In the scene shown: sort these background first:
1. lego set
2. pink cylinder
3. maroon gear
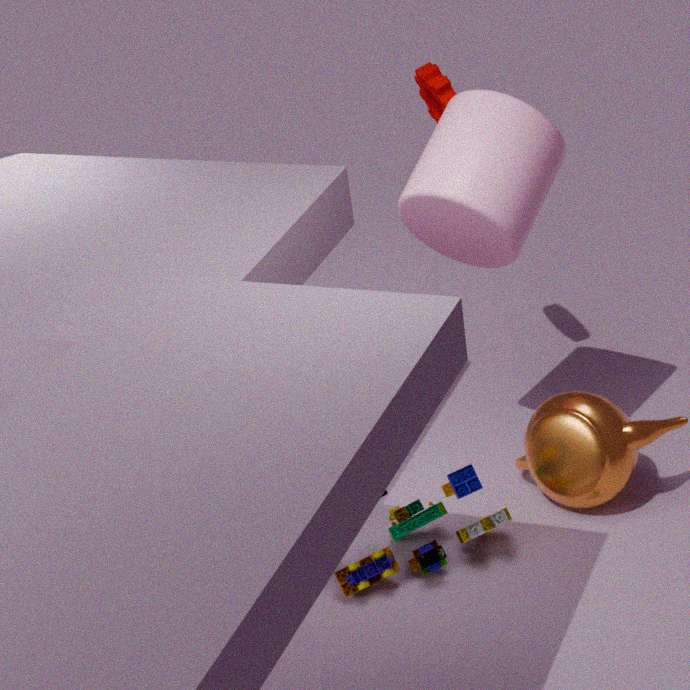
maroon gear < lego set < pink cylinder
